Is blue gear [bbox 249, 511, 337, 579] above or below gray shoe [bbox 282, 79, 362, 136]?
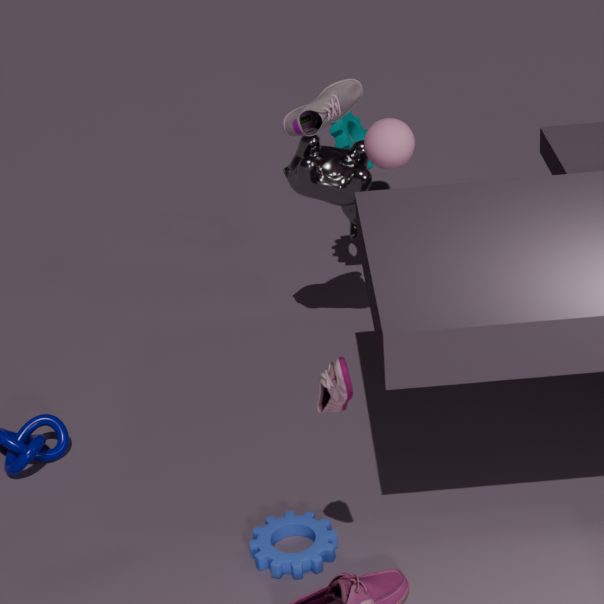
below
